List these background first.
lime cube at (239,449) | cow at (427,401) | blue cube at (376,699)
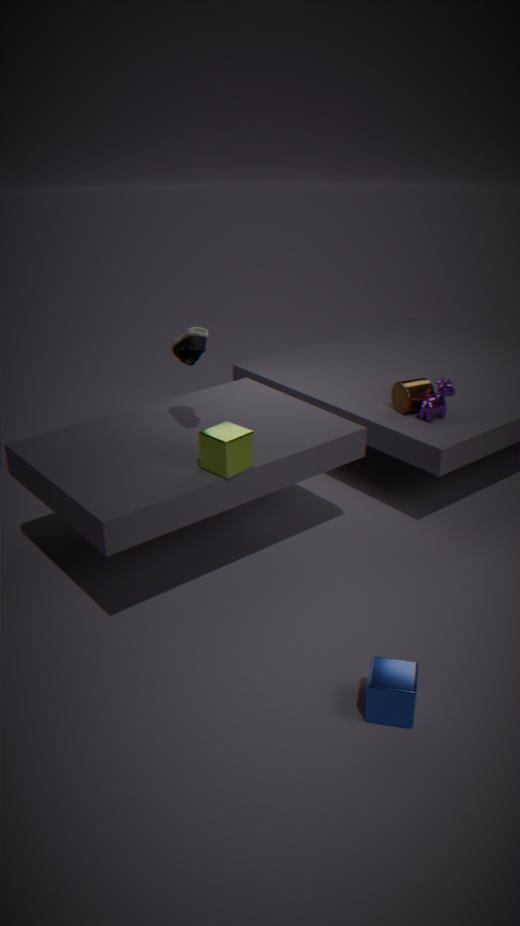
cow at (427,401) < lime cube at (239,449) < blue cube at (376,699)
